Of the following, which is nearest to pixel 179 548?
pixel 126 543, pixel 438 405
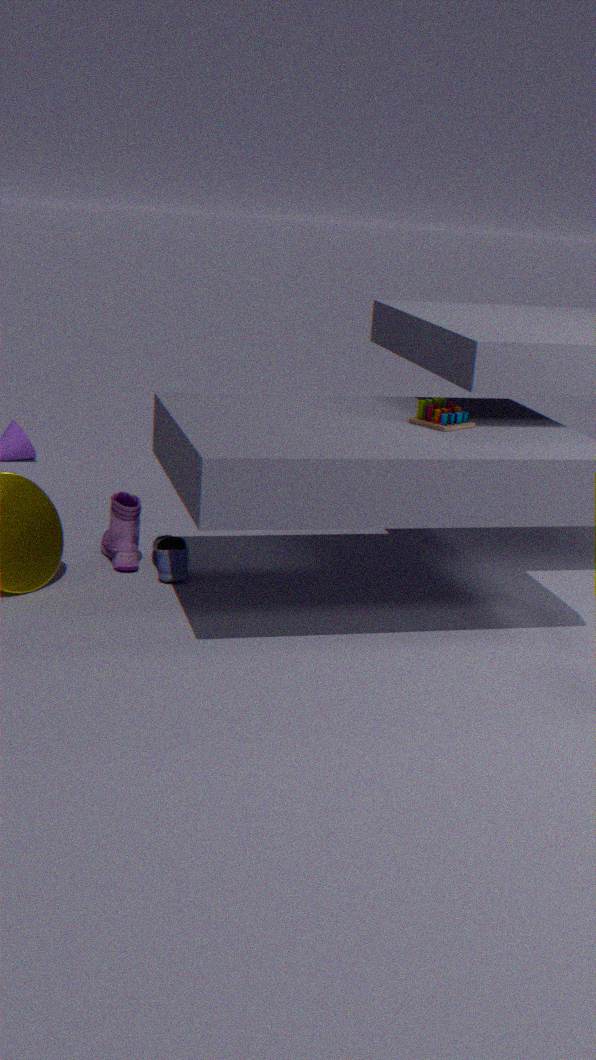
pixel 126 543
